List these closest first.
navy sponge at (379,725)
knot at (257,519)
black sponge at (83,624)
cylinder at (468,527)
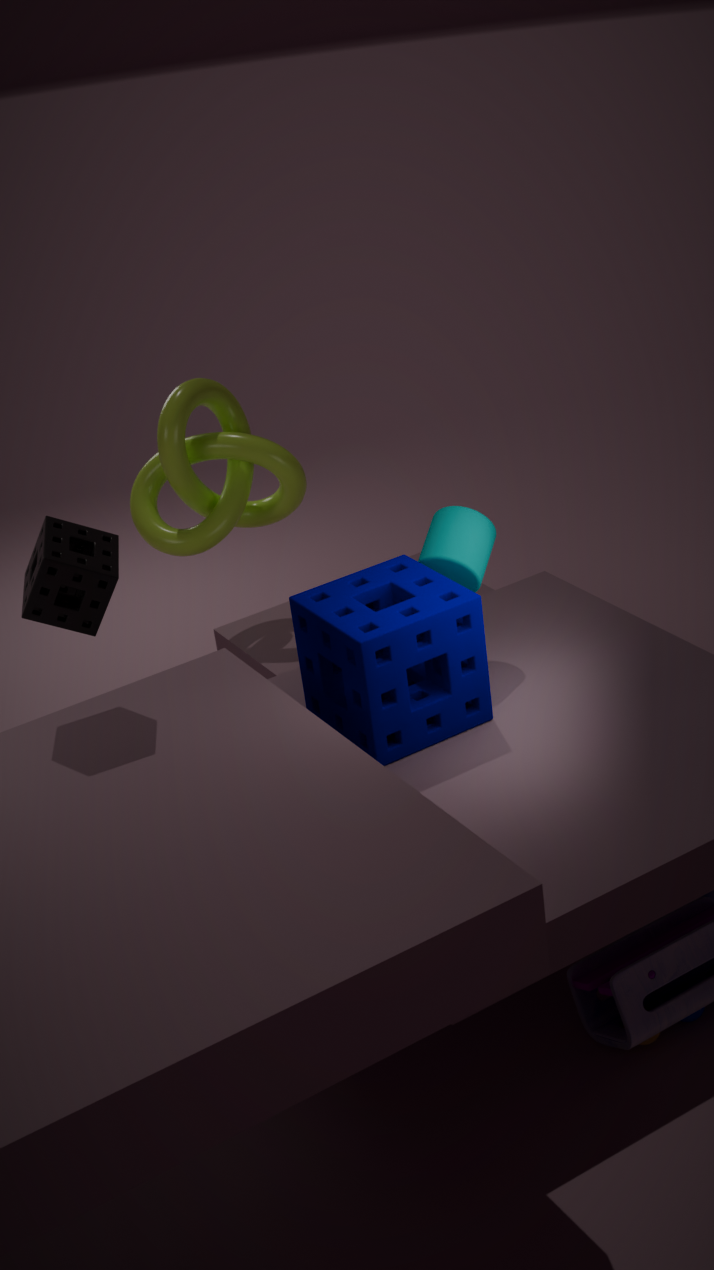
black sponge at (83,624), navy sponge at (379,725), cylinder at (468,527), knot at (257,519)
